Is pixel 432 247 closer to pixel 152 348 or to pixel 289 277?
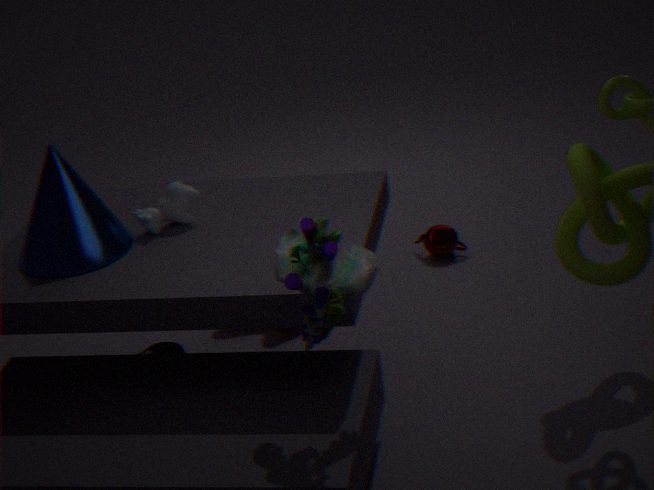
pixel 152 348
